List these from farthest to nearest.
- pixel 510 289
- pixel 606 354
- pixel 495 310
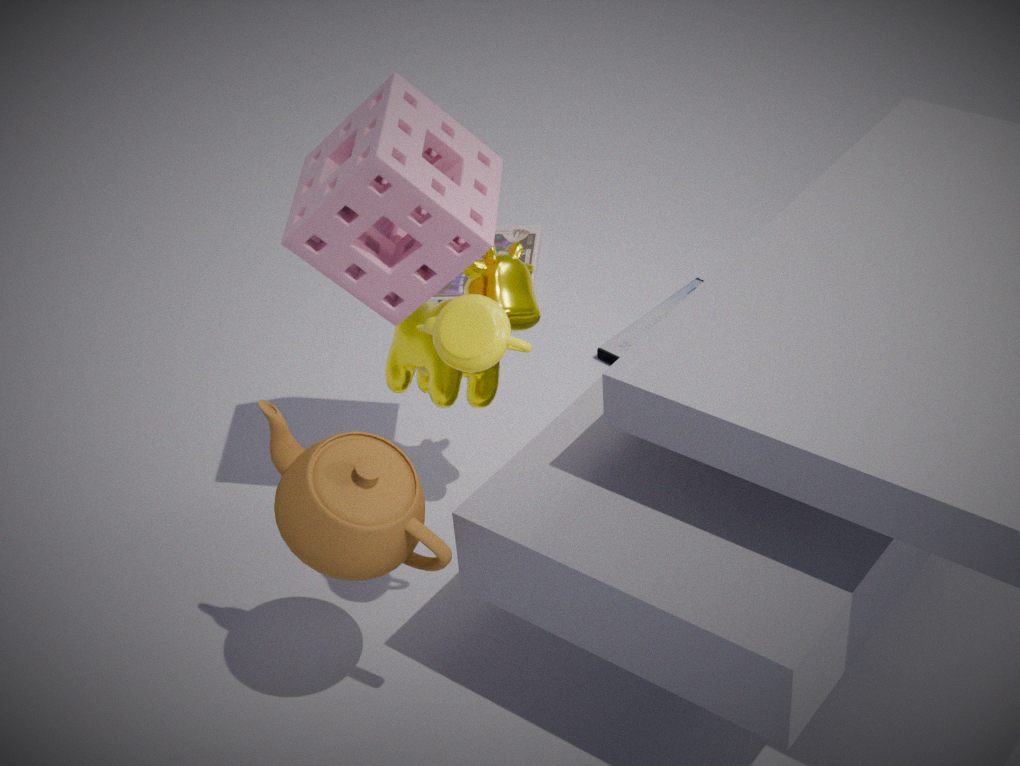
pixel 606 354, pixel 510 289, pixel 495 310
